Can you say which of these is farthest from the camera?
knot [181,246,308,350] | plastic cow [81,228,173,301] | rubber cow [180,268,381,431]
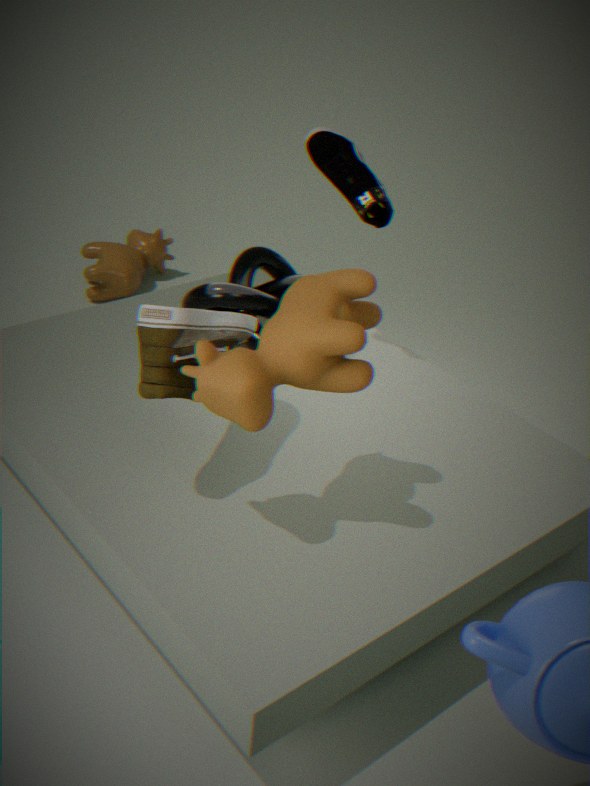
plastic cow [81,228,173,301]
